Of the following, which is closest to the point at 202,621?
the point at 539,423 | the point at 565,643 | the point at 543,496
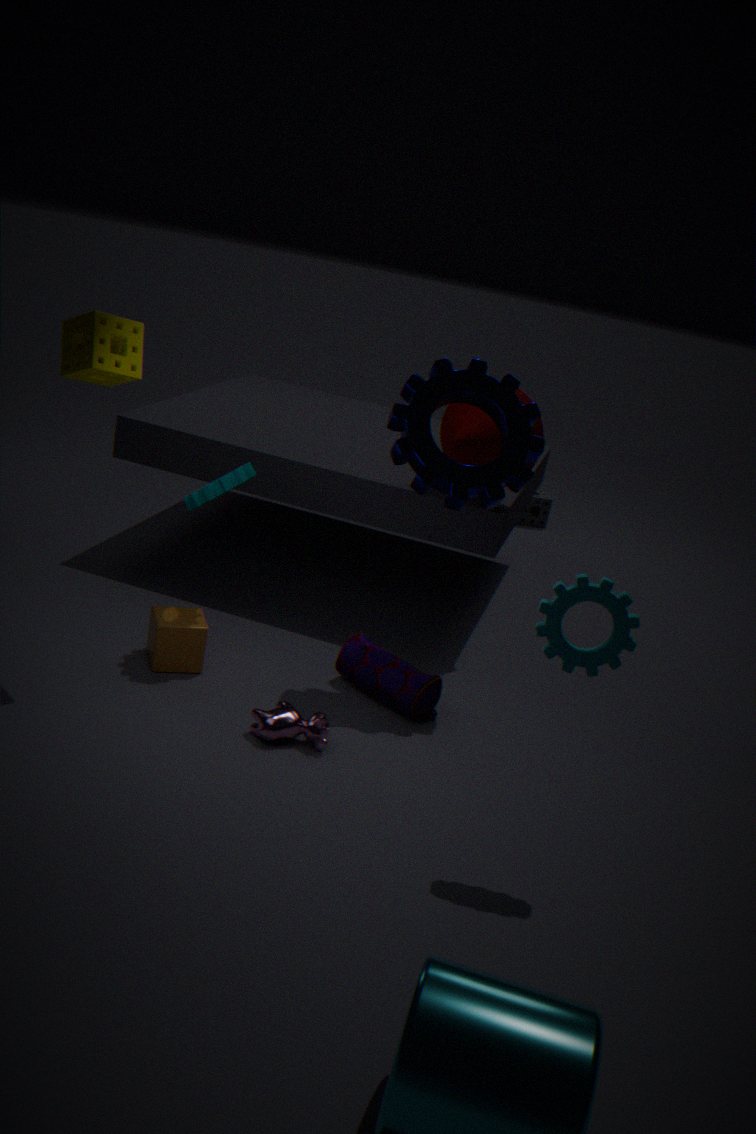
the point at 539,423
